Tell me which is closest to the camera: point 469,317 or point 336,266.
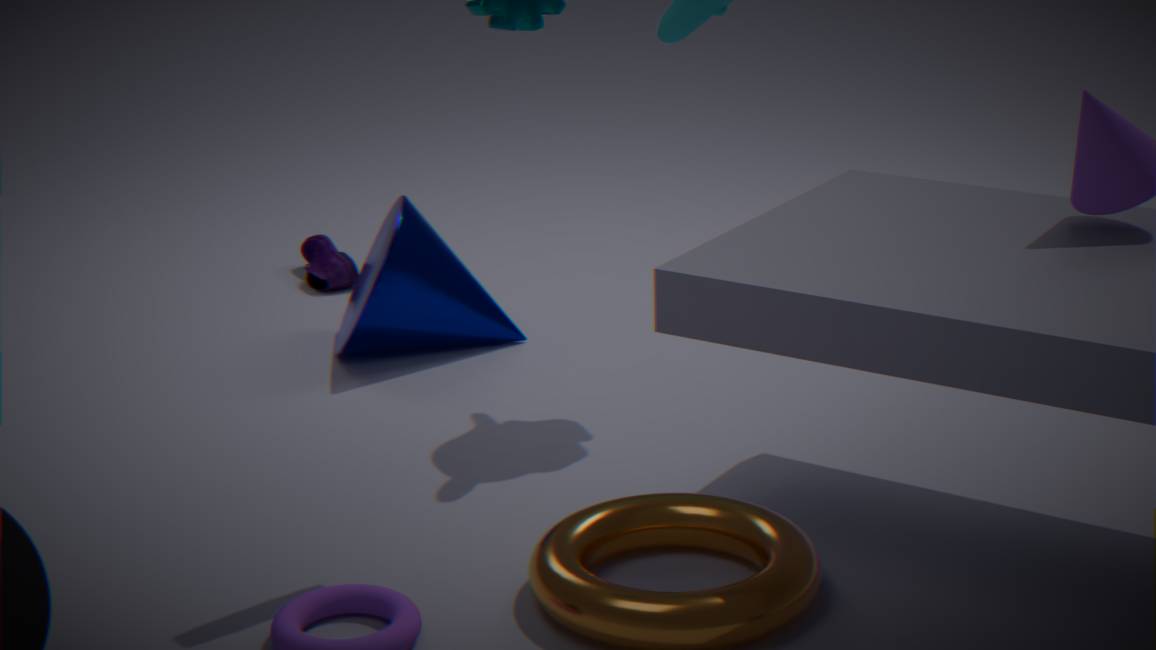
point 469,317
